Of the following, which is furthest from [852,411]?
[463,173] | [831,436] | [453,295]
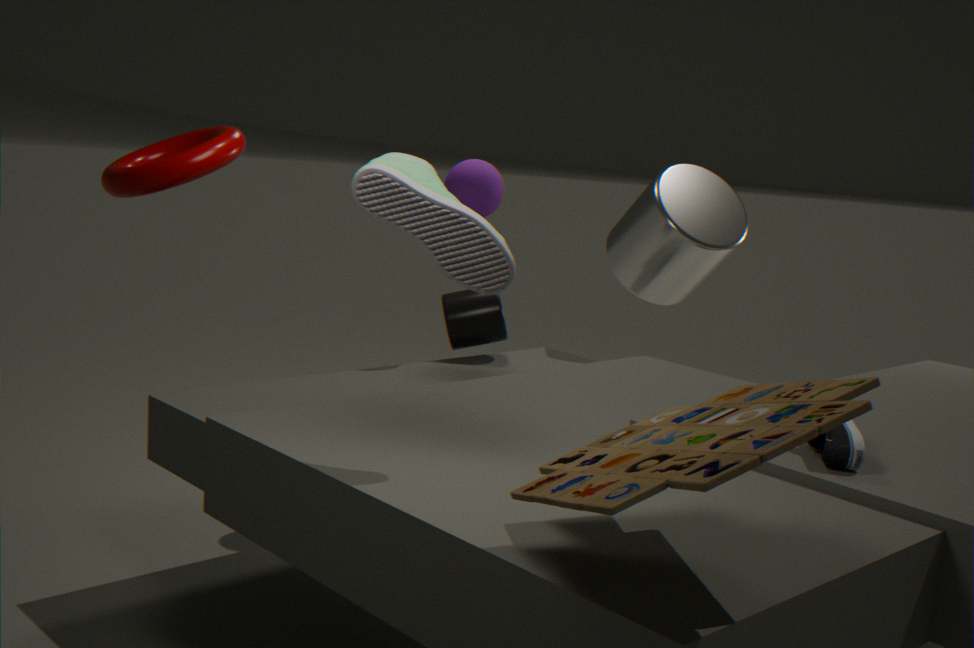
[453,295]
